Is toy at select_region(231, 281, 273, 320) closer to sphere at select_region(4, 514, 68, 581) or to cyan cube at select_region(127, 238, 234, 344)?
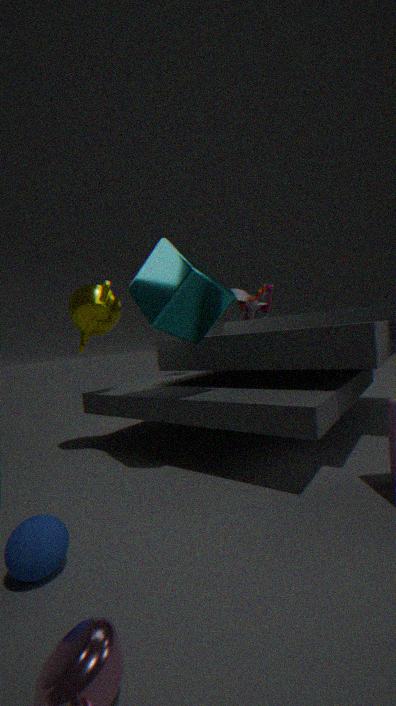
cyan cube at select_region(127, 238, 234, 344)
